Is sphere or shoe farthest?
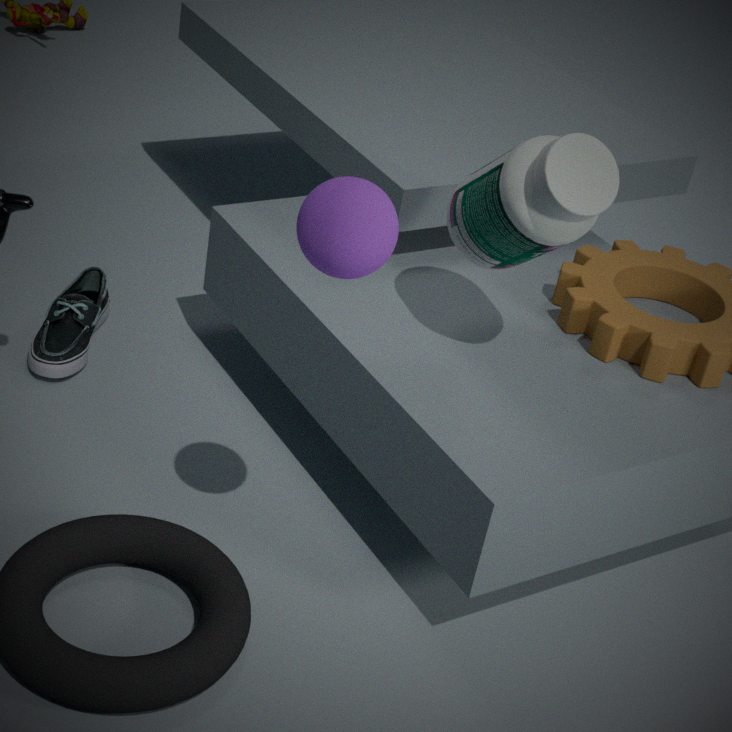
shoe
